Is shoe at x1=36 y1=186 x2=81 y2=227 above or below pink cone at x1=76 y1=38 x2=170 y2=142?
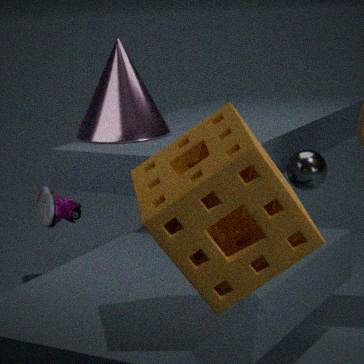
below
